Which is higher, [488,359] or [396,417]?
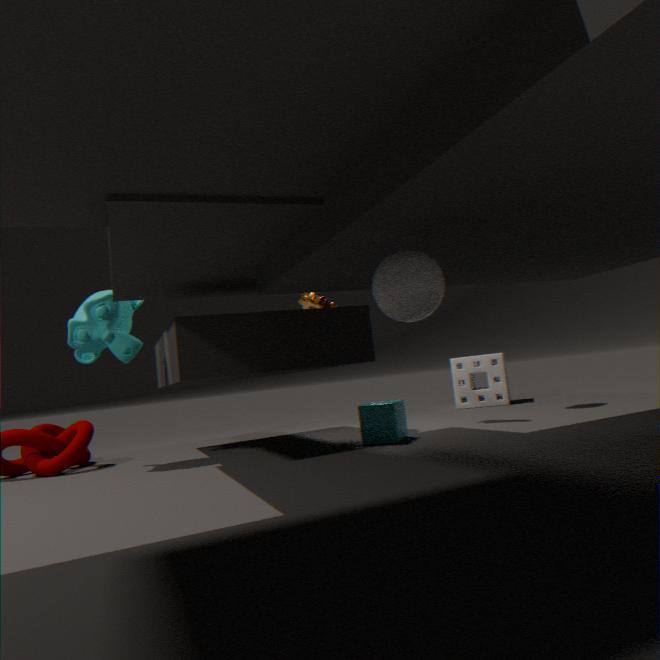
[488,359]
